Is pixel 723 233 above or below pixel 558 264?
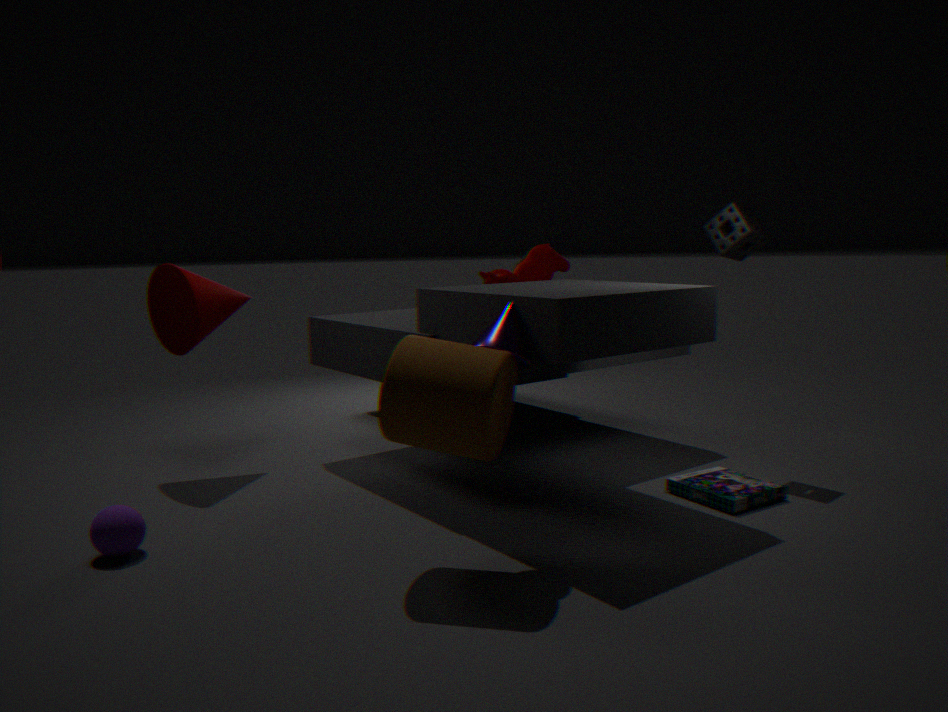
above
